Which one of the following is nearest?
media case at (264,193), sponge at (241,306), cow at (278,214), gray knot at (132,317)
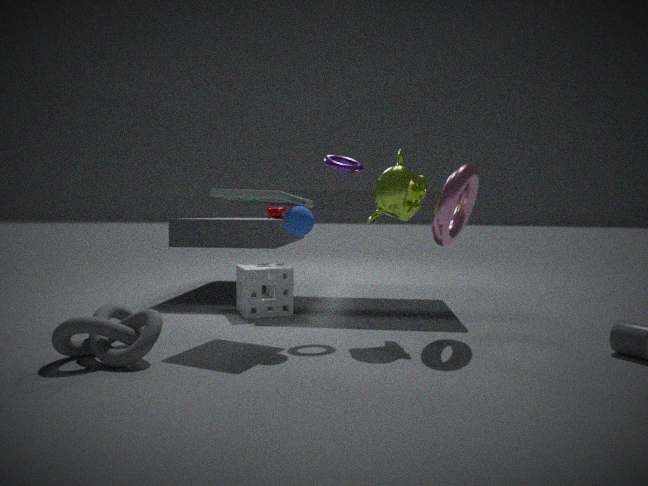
gray knot at (132,317)
